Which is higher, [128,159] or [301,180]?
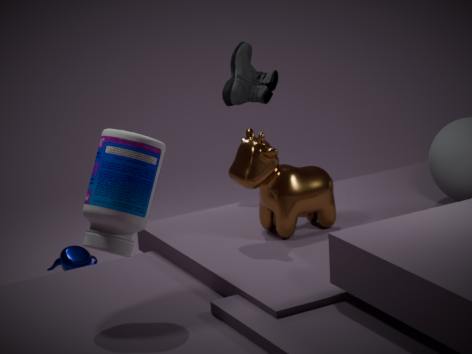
[128,159]
